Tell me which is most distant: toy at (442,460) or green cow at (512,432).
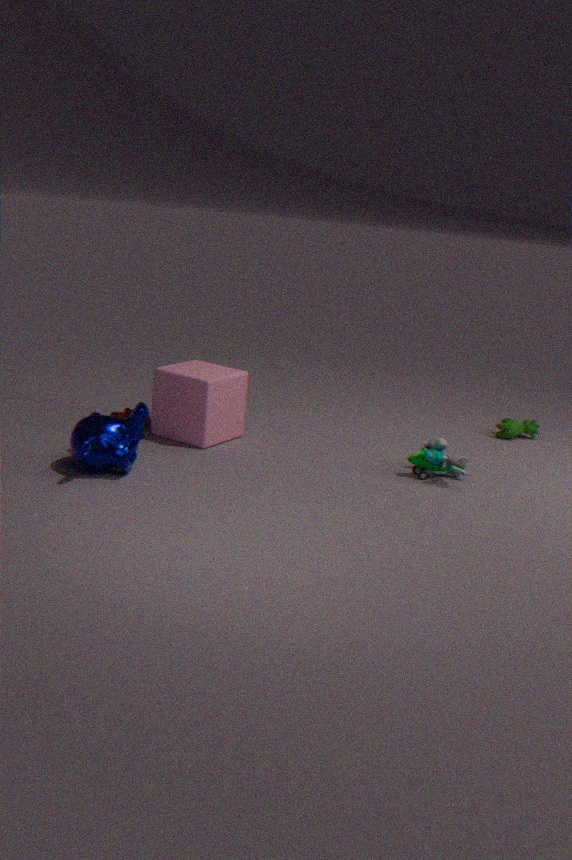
green cow at (512,432)
